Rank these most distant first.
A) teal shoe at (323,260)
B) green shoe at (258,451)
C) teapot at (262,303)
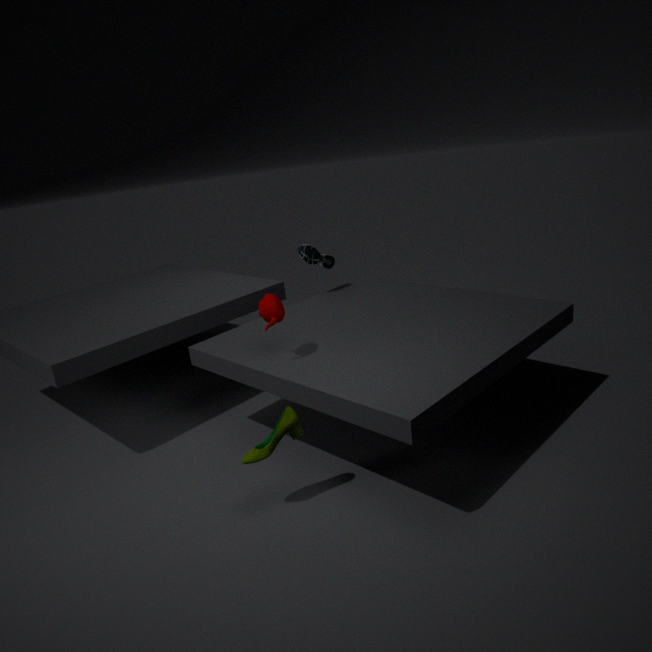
teal shoe at (323,260)
teapot at (262,303)
green shoe at (258,451)
